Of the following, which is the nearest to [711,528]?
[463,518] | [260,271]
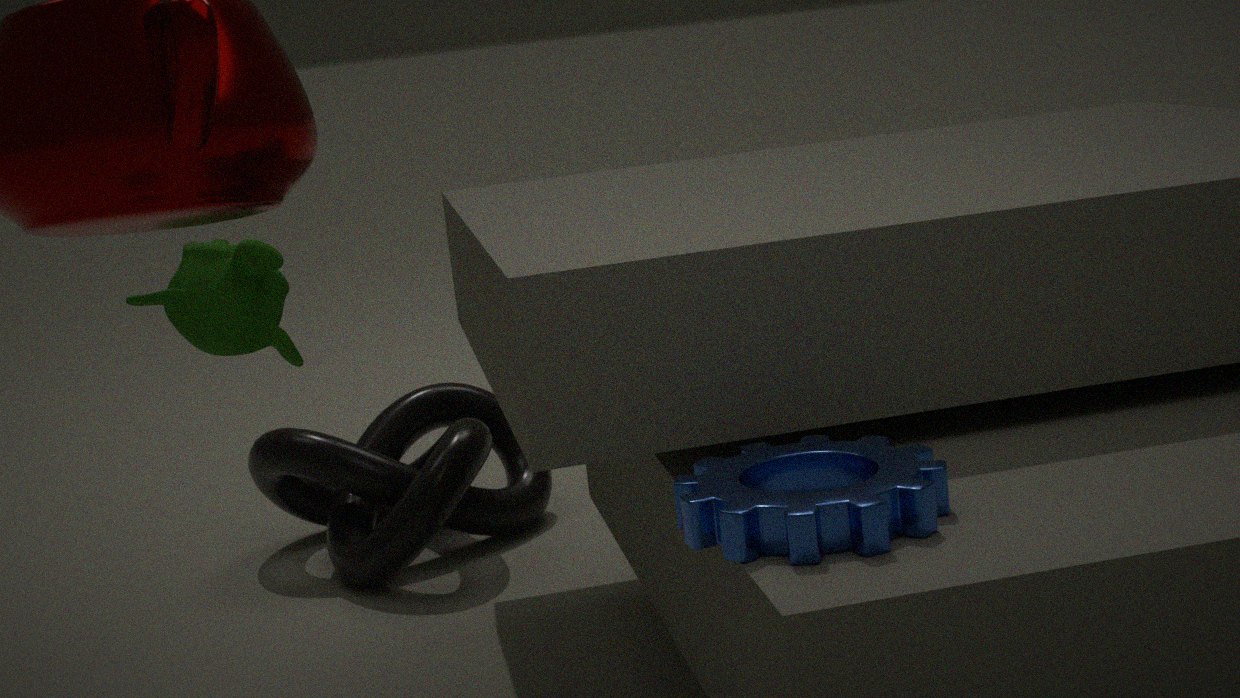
[260,271]
